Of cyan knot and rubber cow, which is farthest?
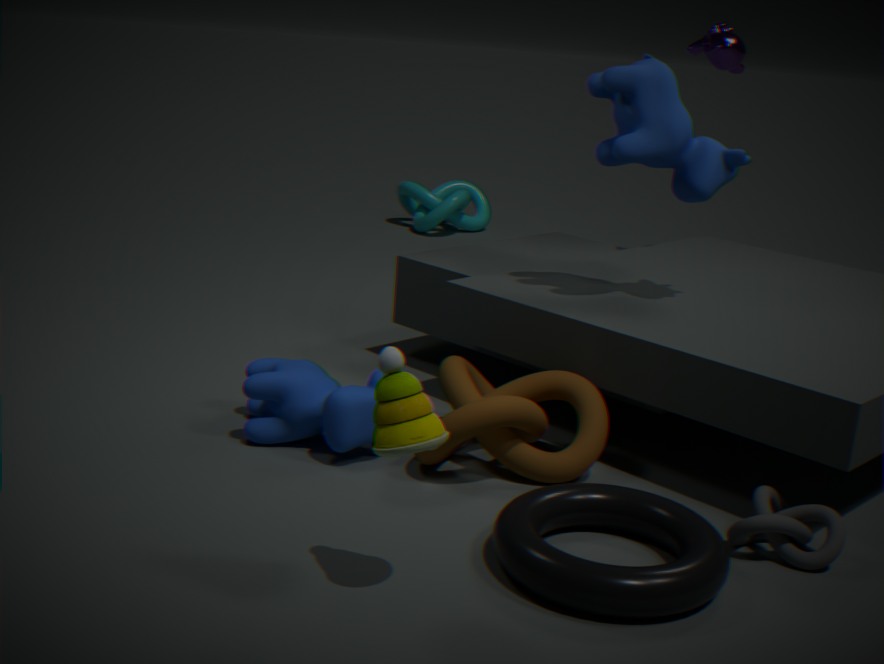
cyan knot
